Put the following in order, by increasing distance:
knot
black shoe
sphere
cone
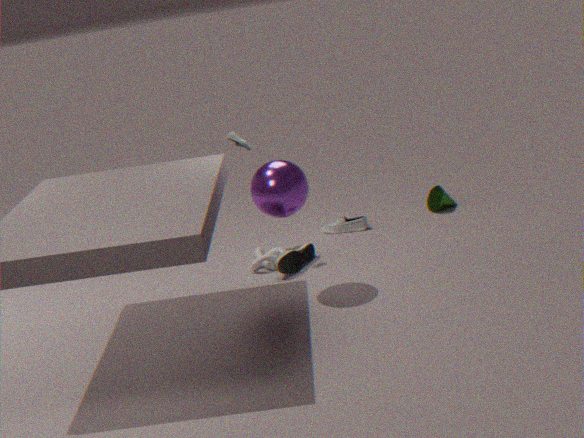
sphere, black shoe, knot, cone
